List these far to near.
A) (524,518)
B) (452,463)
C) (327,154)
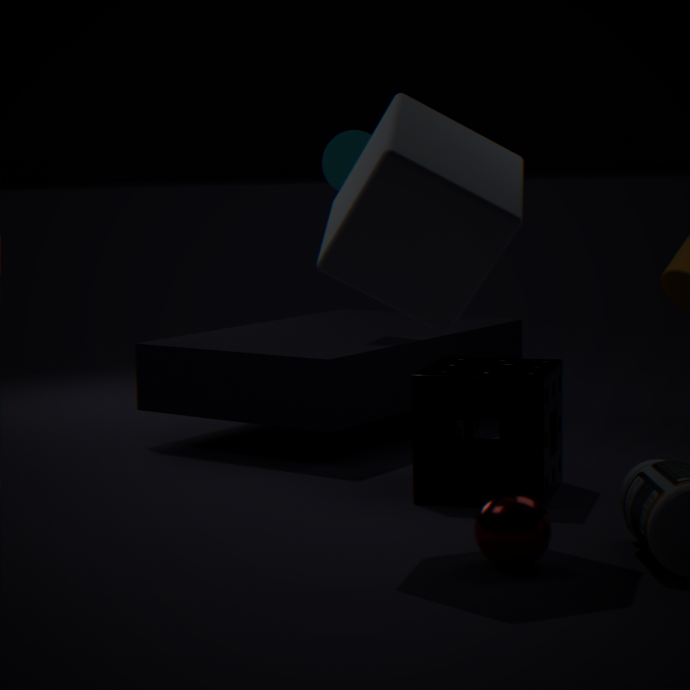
(327,154), (452,463), (524,518)
